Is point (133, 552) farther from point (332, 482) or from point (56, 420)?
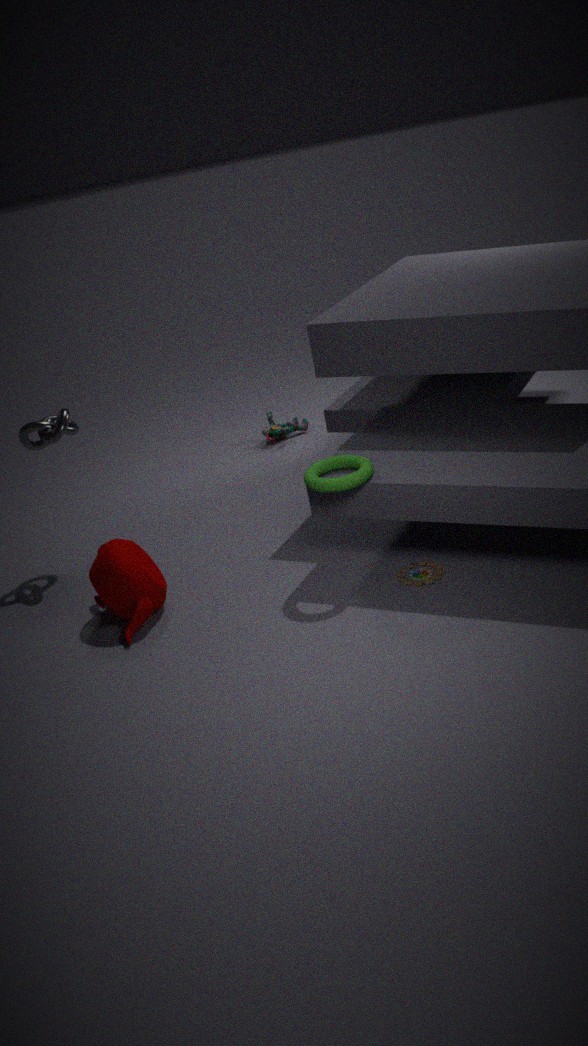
point (332, 482)
